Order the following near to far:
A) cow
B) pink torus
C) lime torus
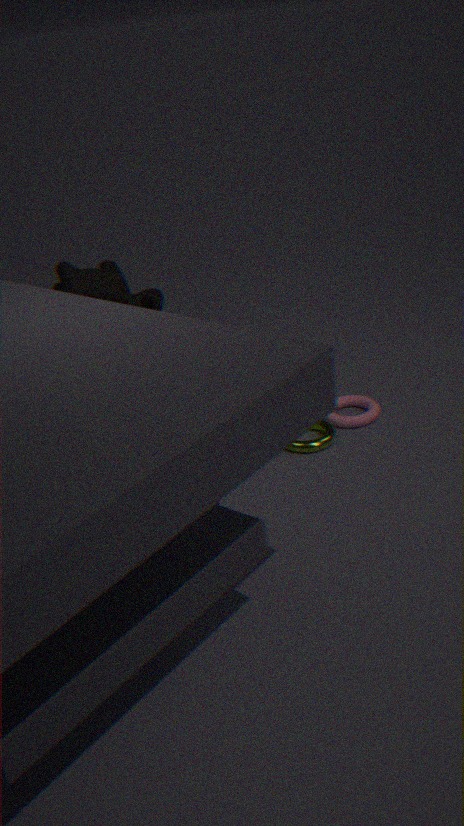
cow < lime torus < pink torus
